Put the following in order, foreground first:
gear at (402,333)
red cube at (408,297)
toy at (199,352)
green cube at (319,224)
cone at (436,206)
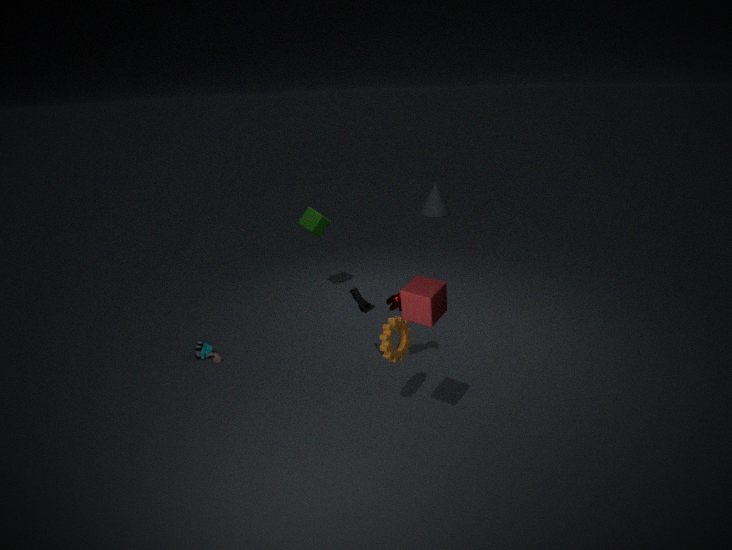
red cube at (408,297) < gear at (402,333) < toy at (199,352) < green cube at (319,224) < cone at (436,206)
